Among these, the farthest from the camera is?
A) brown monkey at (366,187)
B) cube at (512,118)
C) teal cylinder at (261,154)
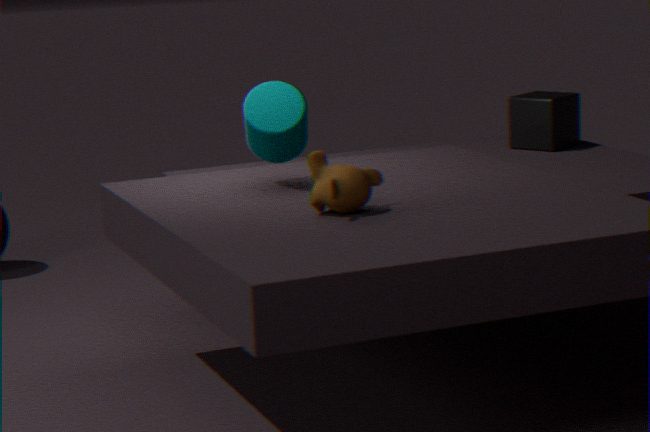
cube at (512,118)
